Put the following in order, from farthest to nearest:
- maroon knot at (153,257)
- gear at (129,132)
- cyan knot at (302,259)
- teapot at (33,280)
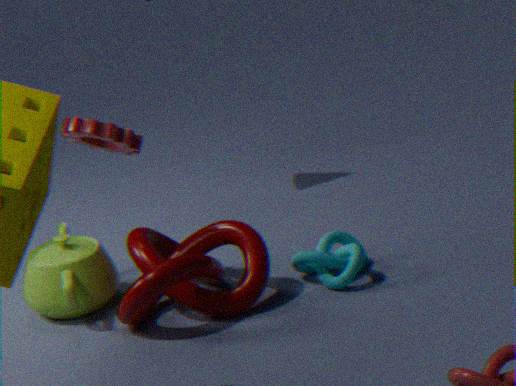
teapot at (33,280) → cyan knot at (302,259) → gear at (129,132) → maroon knot at (153,257)
